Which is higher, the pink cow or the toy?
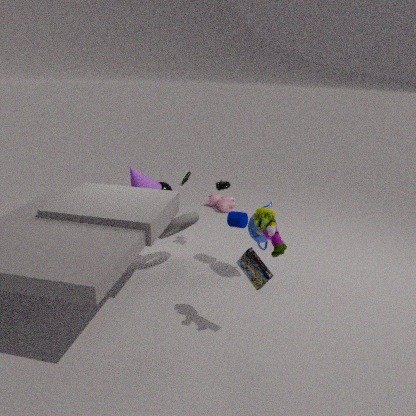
the toy
